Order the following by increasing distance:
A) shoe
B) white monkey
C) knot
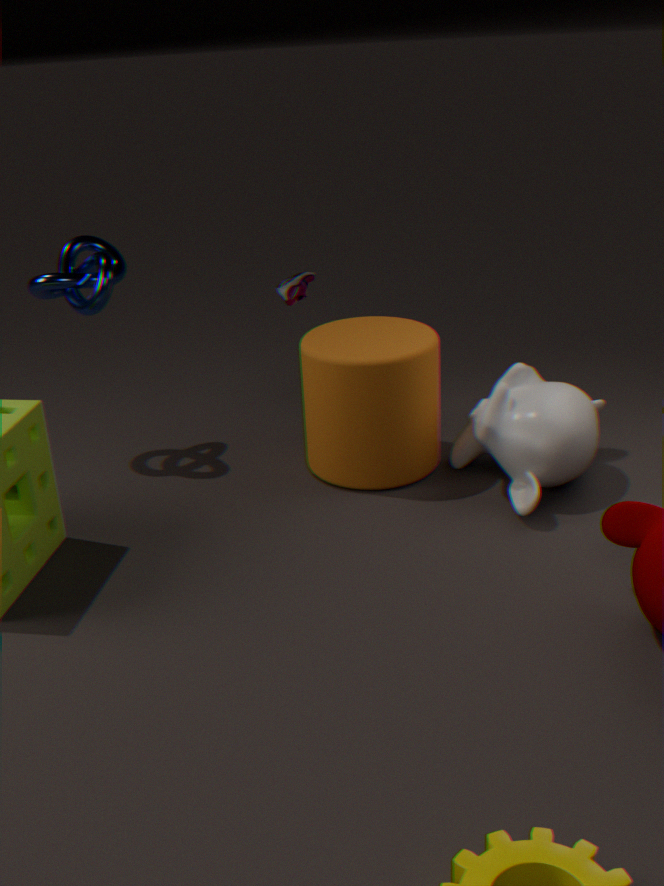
white monkey
knot
shoe
